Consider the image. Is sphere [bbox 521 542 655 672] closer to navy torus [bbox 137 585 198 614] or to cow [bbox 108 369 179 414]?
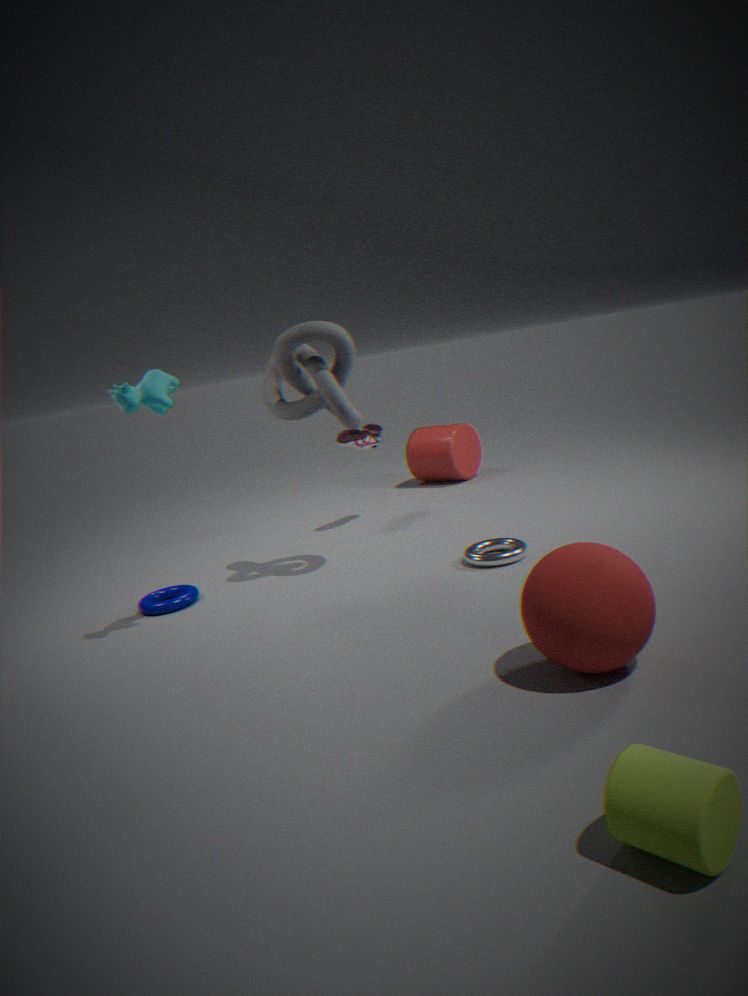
cow [bbox 108 369 179 414]
